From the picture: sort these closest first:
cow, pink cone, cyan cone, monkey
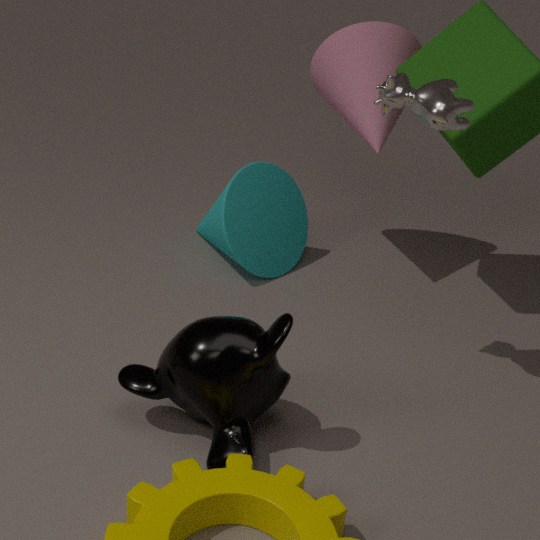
1. monkey
2. cow
3. pink cone
4. cyan cone
